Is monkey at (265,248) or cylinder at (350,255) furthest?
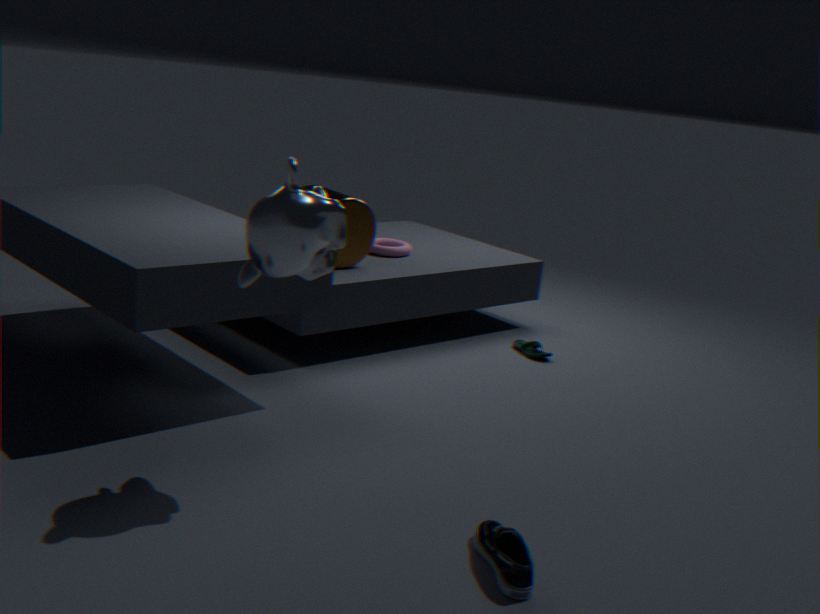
cylinder at (350,255)
